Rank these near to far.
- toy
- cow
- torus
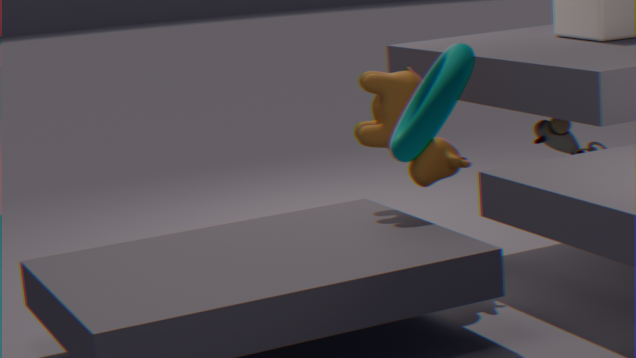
1. torus
2. cow
3. toy
